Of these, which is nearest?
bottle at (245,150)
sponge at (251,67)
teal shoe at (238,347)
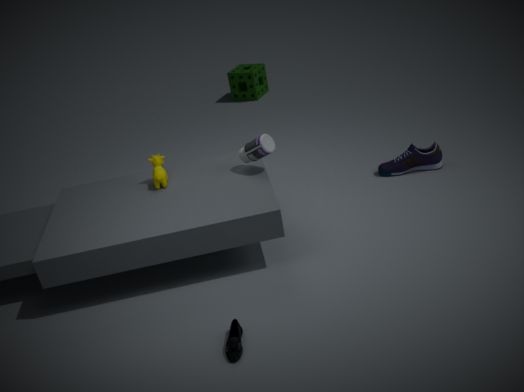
teal shoe at (238,347)
